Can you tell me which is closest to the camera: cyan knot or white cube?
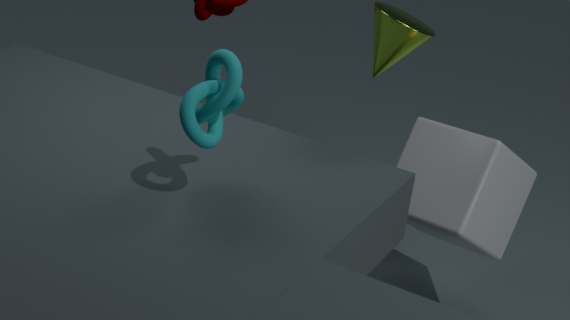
cyan knot
